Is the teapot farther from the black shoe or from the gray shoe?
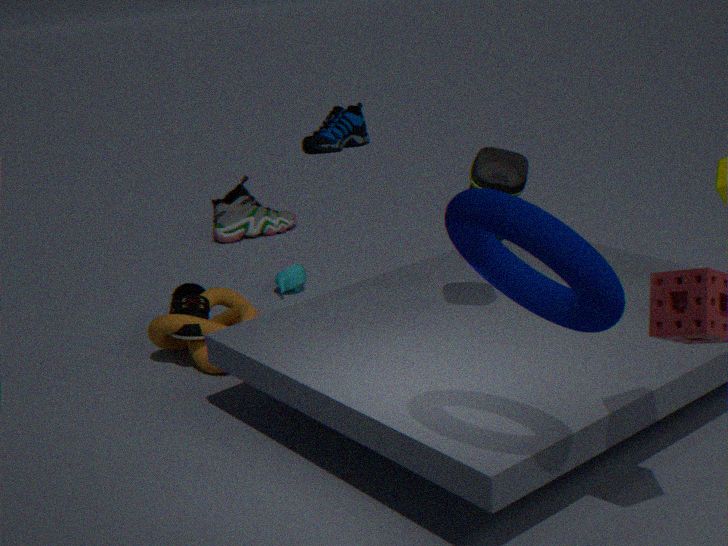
the gray shoe
